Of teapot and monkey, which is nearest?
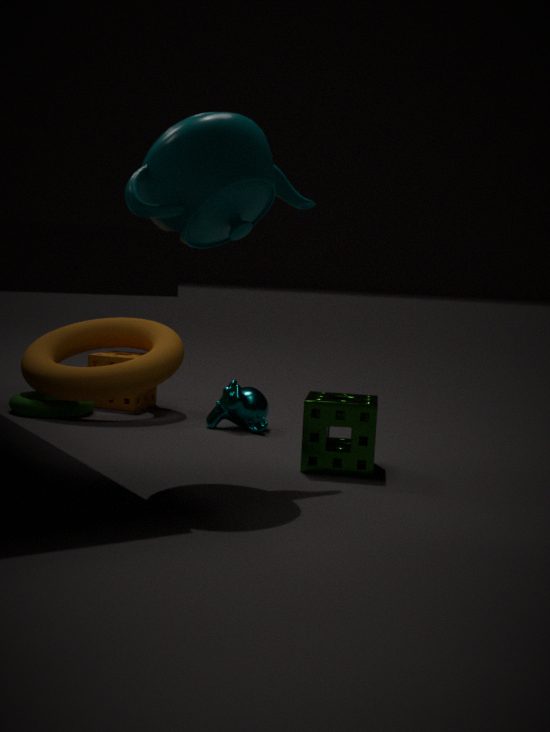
teapot
